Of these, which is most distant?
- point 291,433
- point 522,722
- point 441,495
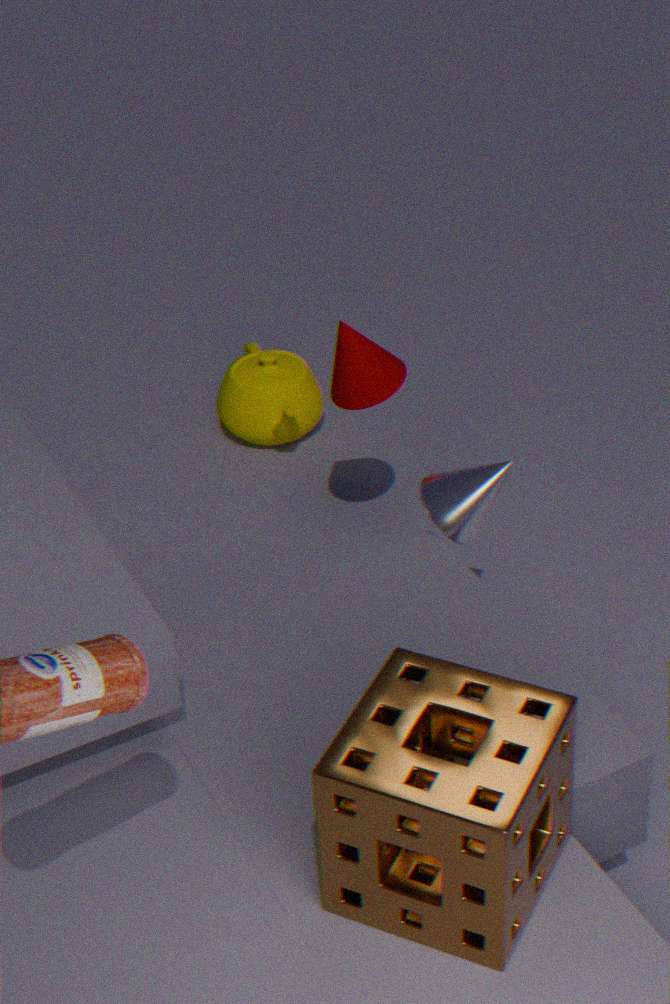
point 291,433
